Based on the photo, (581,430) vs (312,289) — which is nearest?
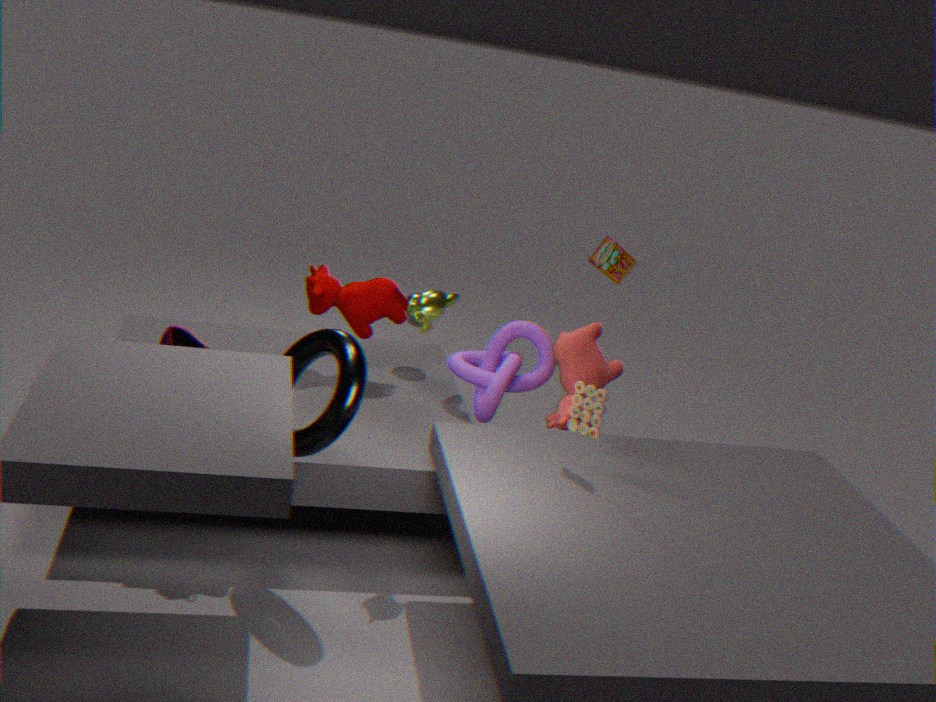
(581,430)
